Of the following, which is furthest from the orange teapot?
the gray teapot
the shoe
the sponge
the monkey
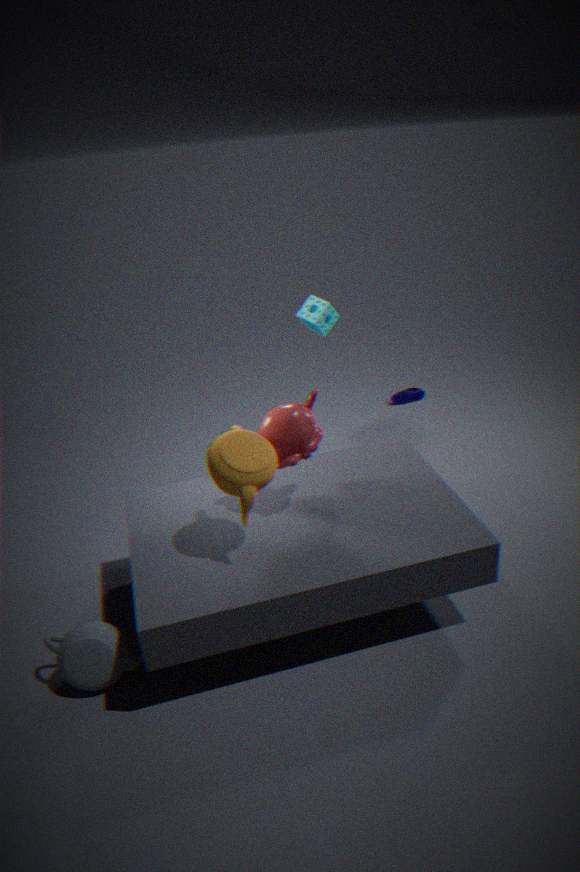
the shoe
